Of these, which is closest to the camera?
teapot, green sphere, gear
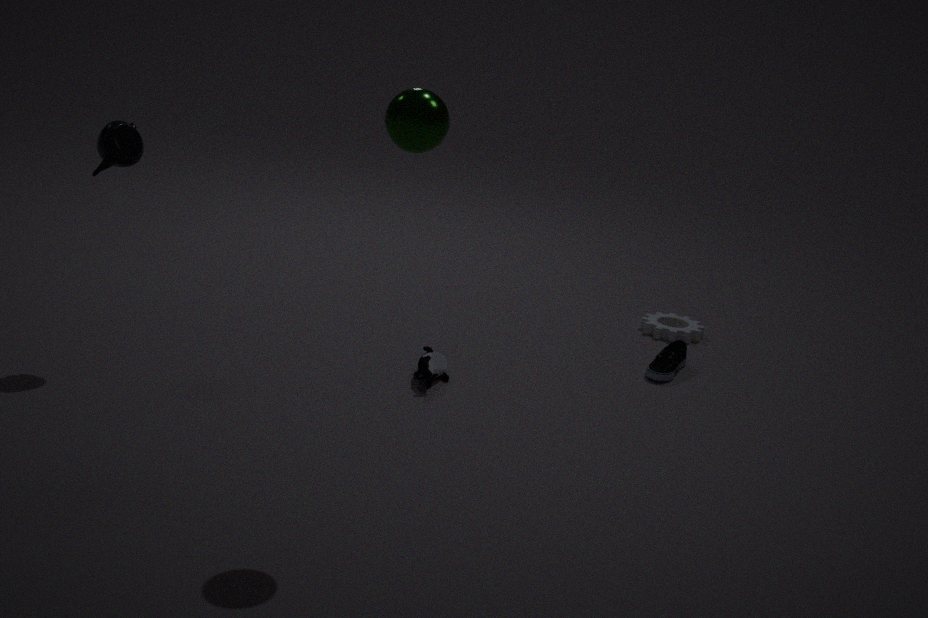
green sphere
